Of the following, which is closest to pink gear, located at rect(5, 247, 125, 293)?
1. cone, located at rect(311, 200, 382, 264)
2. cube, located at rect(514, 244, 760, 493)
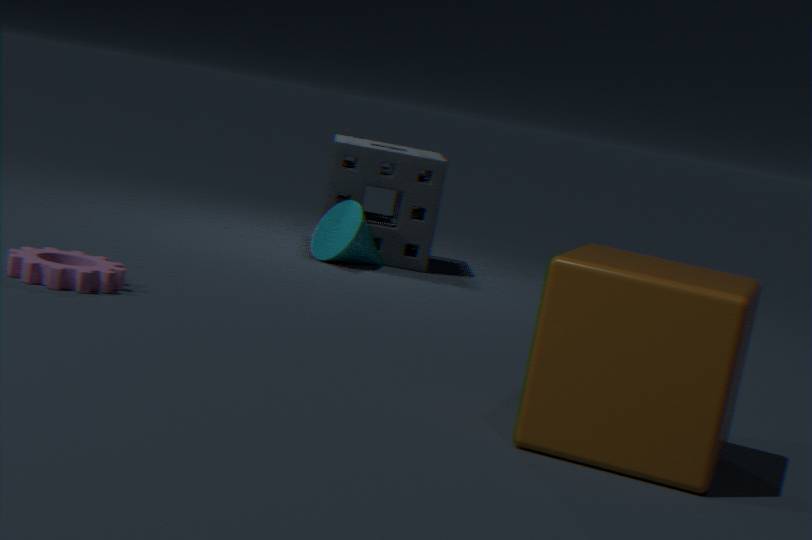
cone, located at rect(311, 200, 382, 264)
